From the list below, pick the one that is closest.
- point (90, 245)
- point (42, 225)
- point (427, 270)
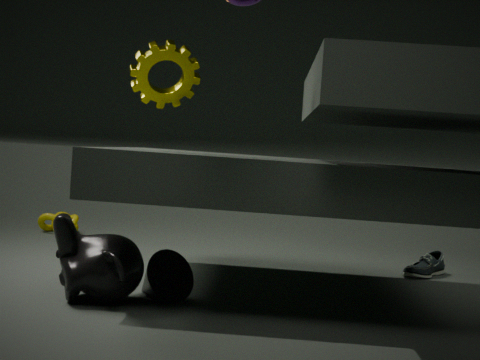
point (90, 245)
